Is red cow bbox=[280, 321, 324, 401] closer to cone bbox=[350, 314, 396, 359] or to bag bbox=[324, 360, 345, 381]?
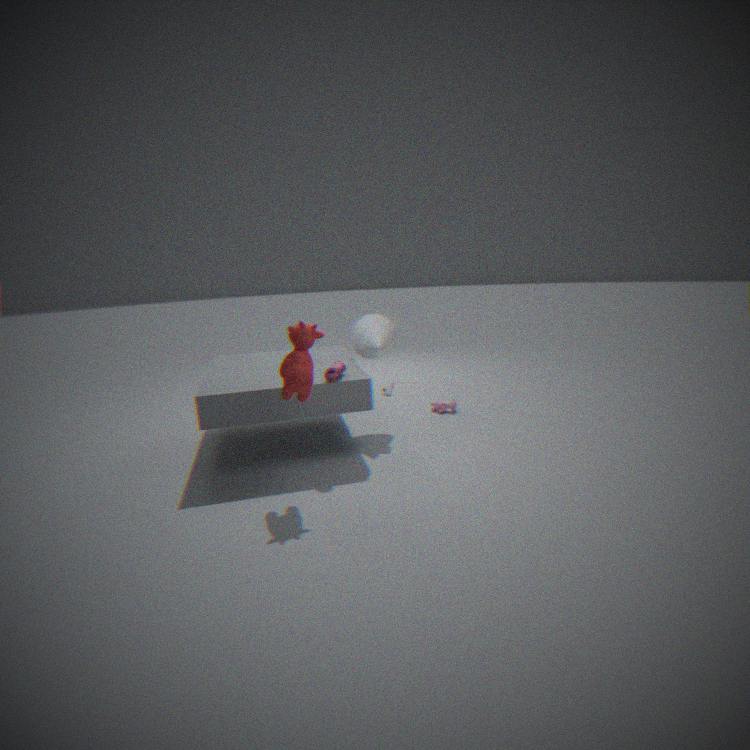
bag bbox=[324, 360, 345, 381]
